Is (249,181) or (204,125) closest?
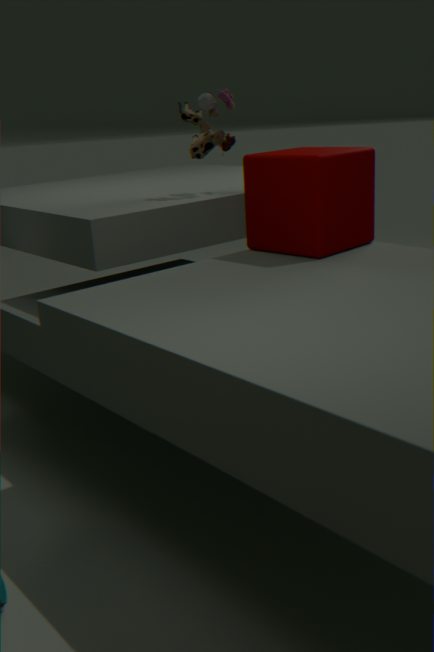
(249,181)
